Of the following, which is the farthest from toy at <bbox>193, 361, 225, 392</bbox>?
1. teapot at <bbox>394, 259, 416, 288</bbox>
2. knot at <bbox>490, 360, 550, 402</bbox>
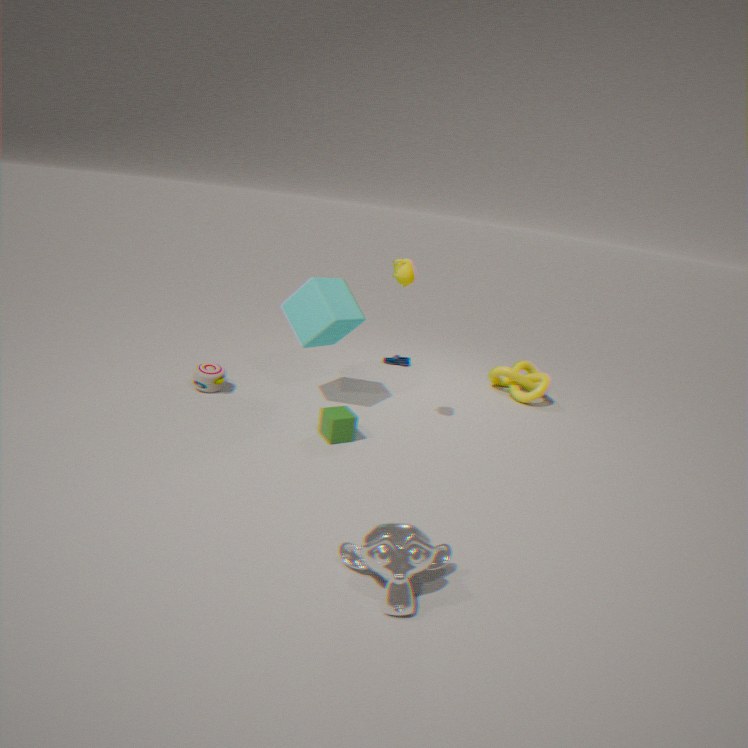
knot at <bbox>490, 360, 550, 402</bbox>
